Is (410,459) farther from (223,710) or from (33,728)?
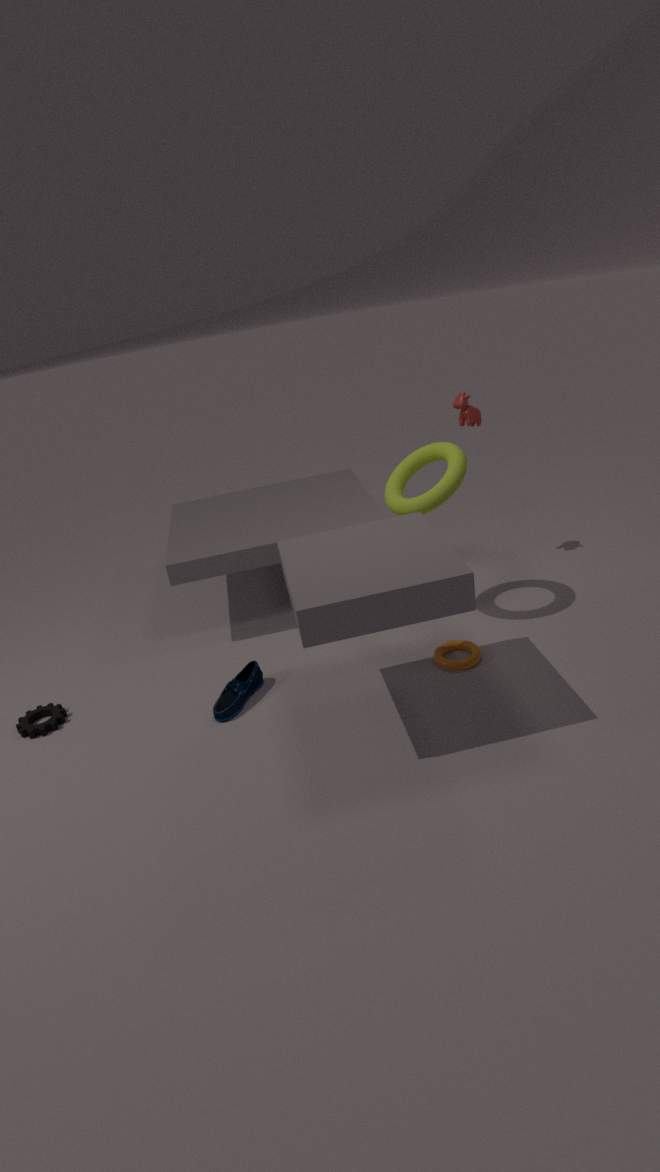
(33,728)
